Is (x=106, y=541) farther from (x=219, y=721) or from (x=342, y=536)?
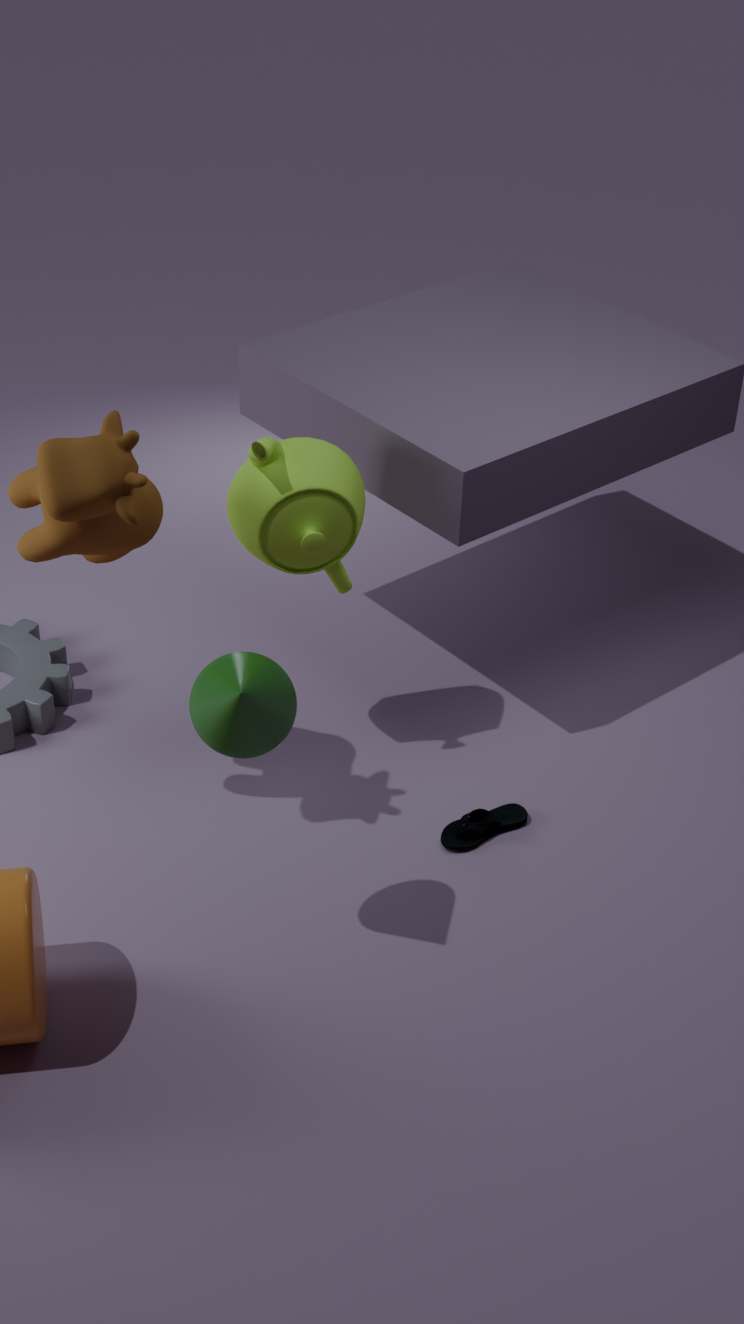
(x=219, y=721)
